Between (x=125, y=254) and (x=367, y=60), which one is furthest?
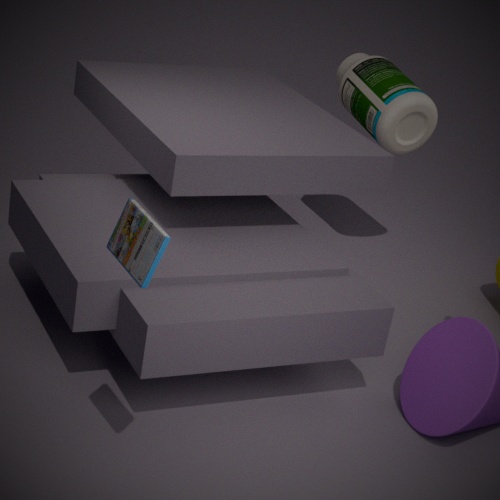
(x=367, y=60)
